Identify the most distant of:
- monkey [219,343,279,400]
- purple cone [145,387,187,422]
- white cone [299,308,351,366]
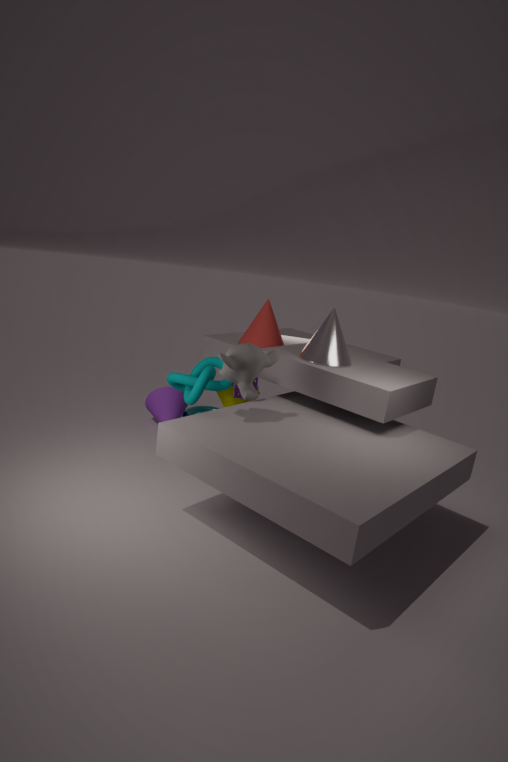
purple cone [145,387,187,422]
